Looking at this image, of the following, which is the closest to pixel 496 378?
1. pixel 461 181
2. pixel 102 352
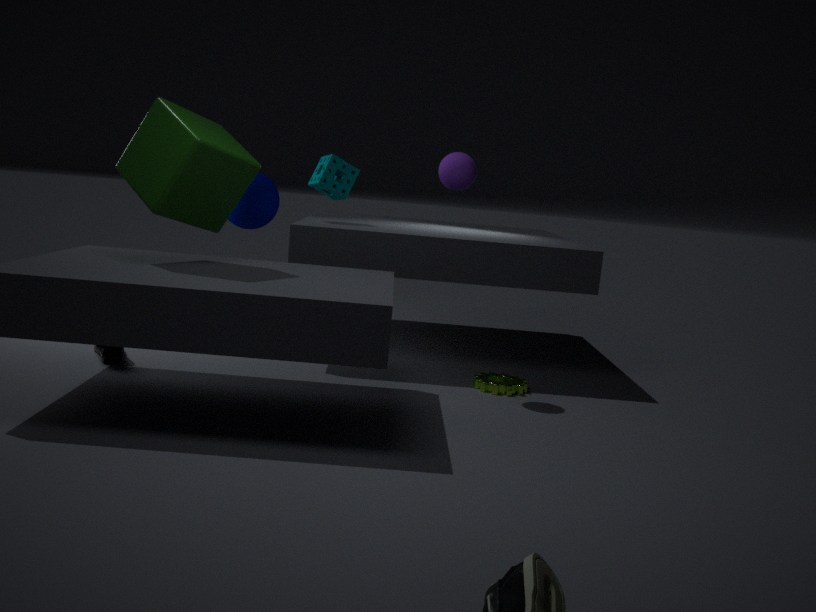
pixel 461 181
